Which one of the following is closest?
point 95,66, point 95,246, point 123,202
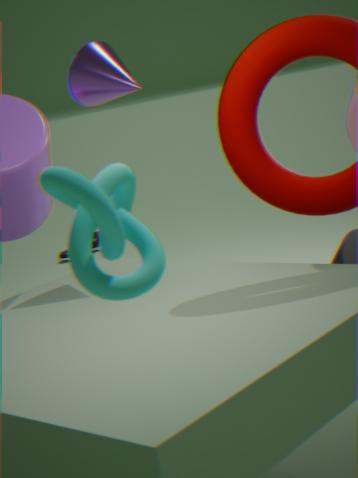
point 123,202
